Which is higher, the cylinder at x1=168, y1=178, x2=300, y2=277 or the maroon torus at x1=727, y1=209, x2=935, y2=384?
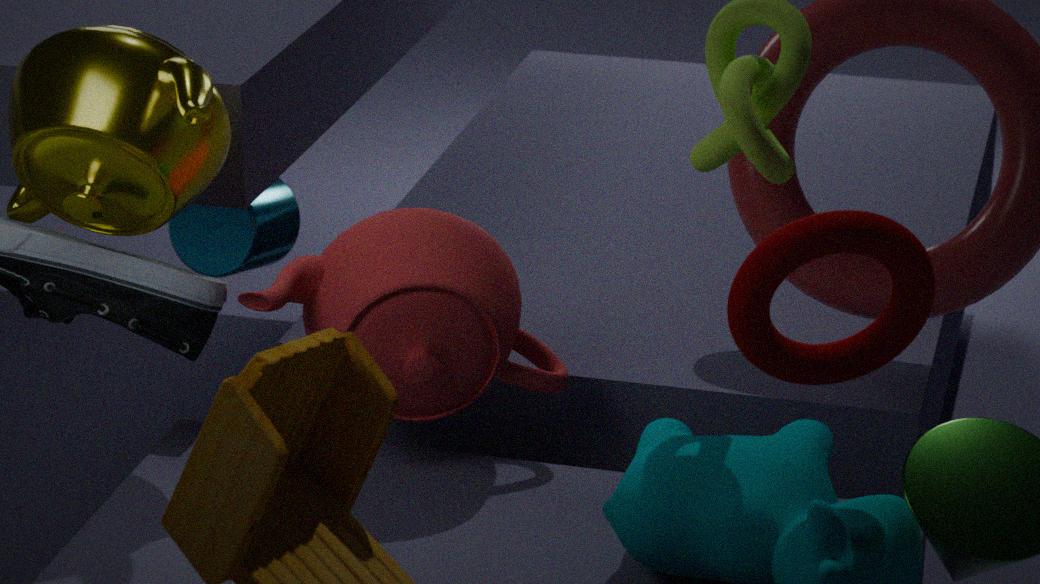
the maroon torus at x1=727, y1=209, x2=935, y2=384
